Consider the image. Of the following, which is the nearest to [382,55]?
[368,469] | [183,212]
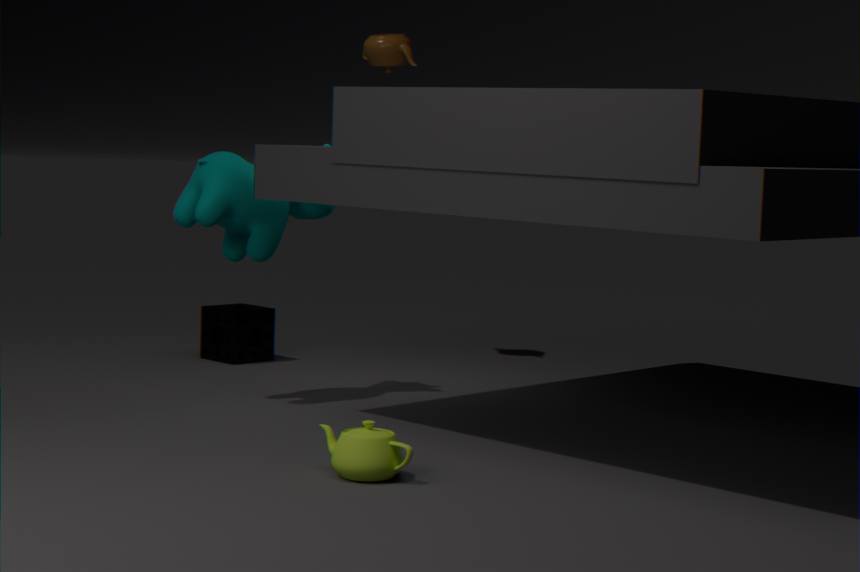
[183,212]
